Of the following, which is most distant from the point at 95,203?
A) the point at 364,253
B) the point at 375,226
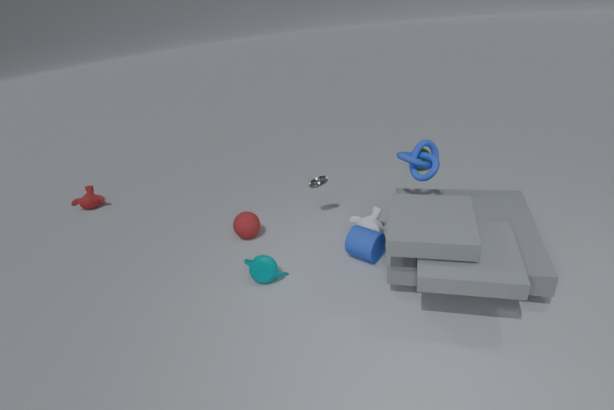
the point at 364,253
